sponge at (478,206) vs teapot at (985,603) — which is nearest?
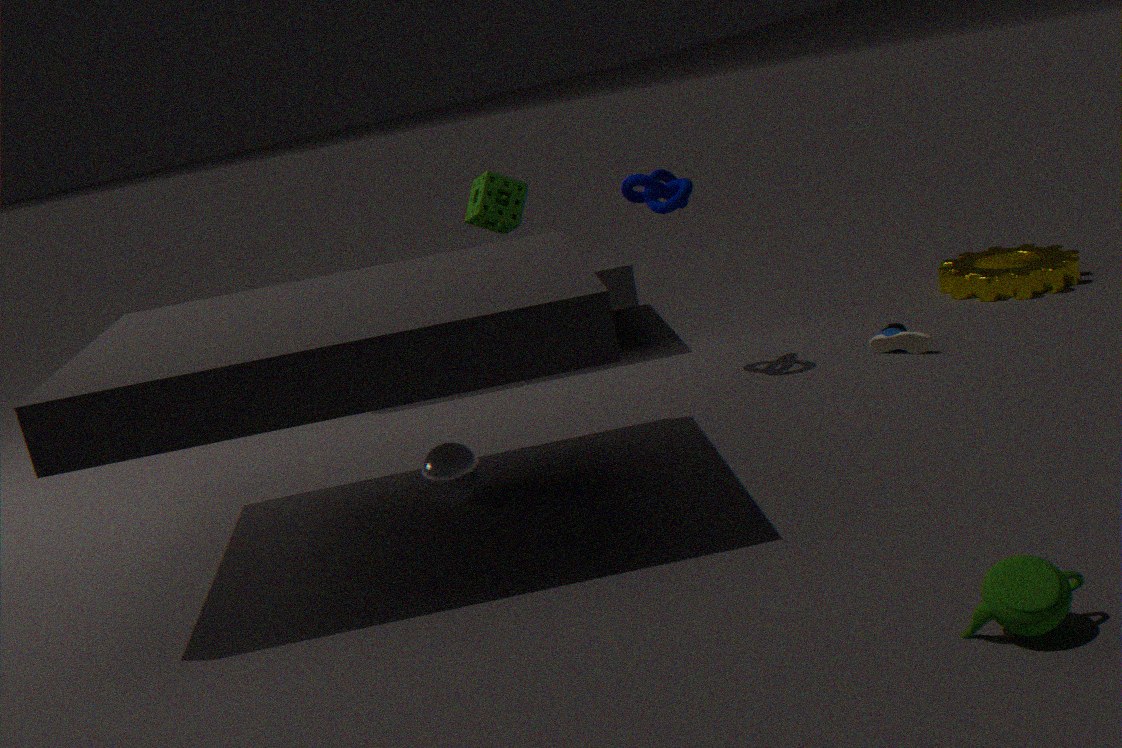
teapot at (985,603)
